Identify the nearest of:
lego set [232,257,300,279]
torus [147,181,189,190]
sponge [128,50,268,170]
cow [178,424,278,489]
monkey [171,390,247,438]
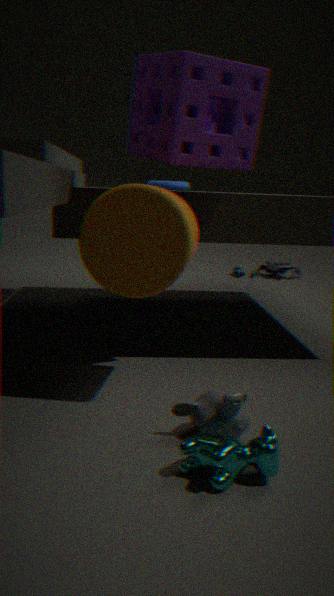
cow [178,424,278,489]
